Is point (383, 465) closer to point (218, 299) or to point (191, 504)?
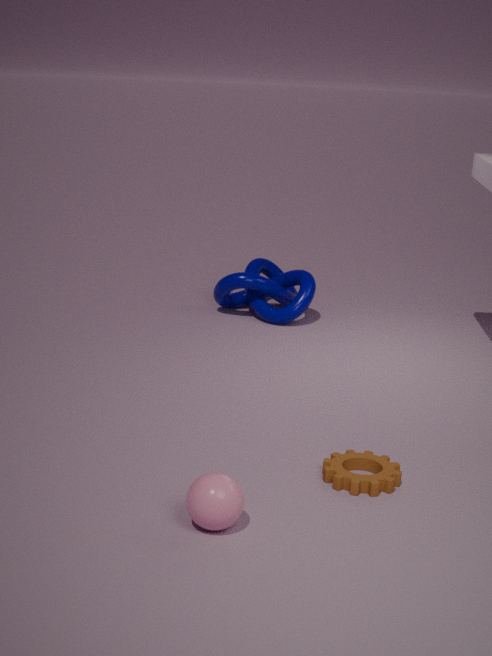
point (191, 504)
